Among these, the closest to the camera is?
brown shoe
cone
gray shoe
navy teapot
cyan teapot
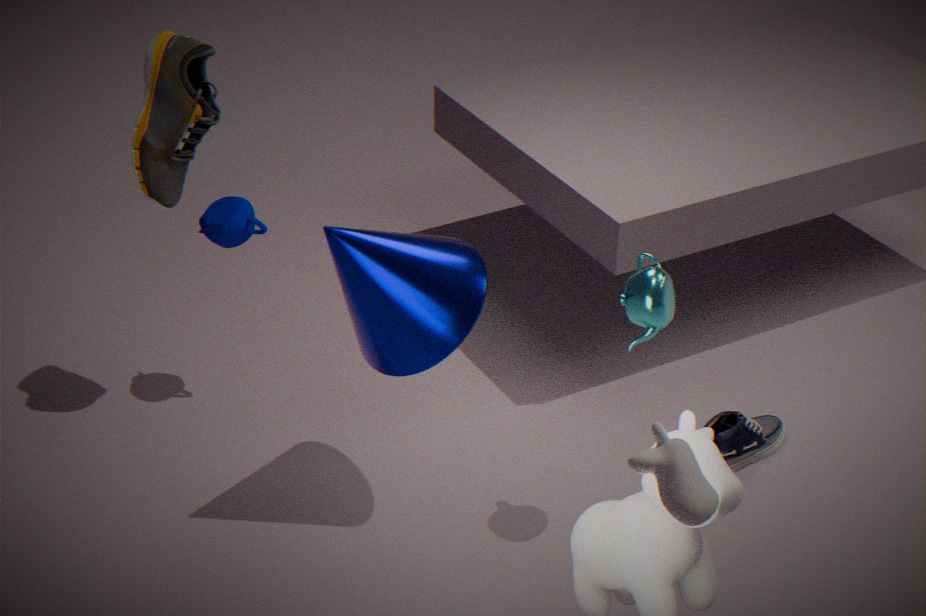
cyan teapot
